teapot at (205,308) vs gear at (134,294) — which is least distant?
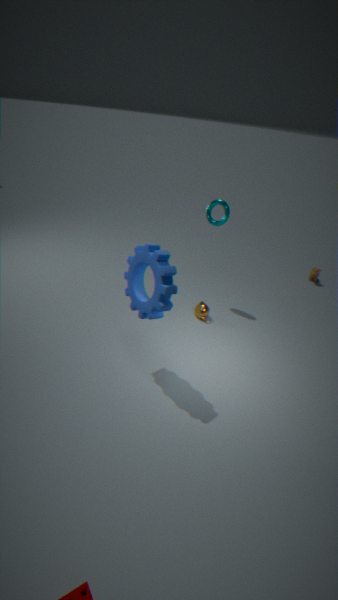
gear at (134,294)
